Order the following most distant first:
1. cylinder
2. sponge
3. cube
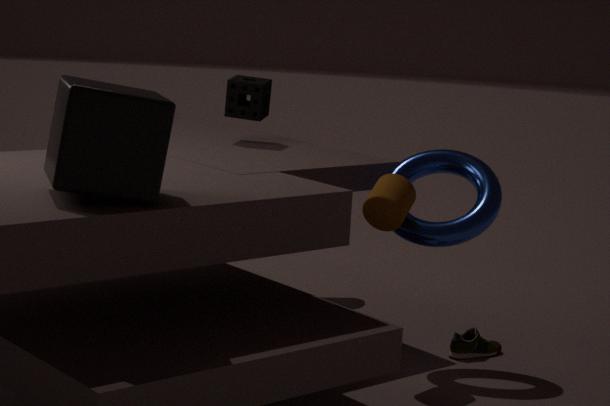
1. sponge
2. cylinder
3. cube
